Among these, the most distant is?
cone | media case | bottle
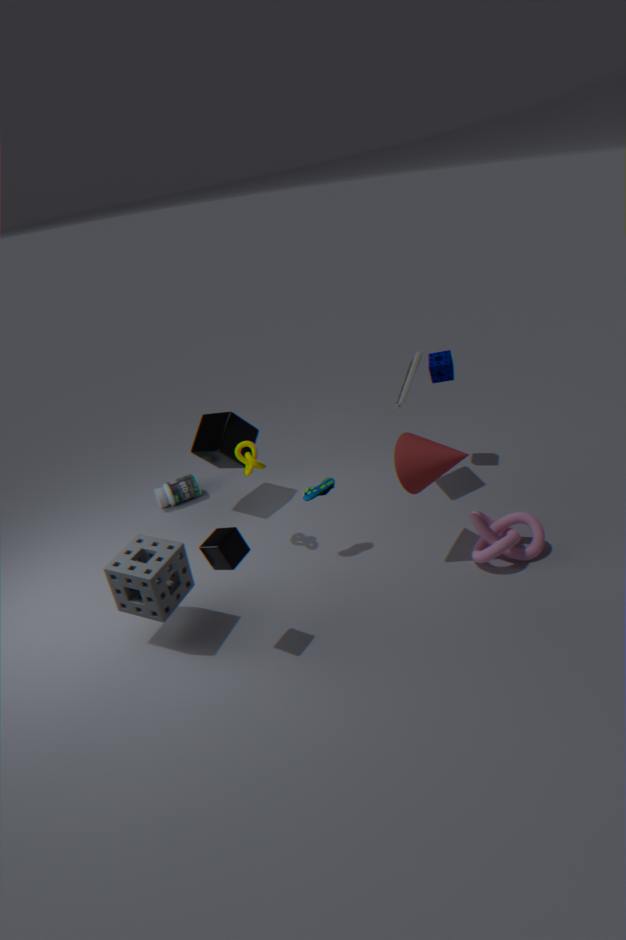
bottle
